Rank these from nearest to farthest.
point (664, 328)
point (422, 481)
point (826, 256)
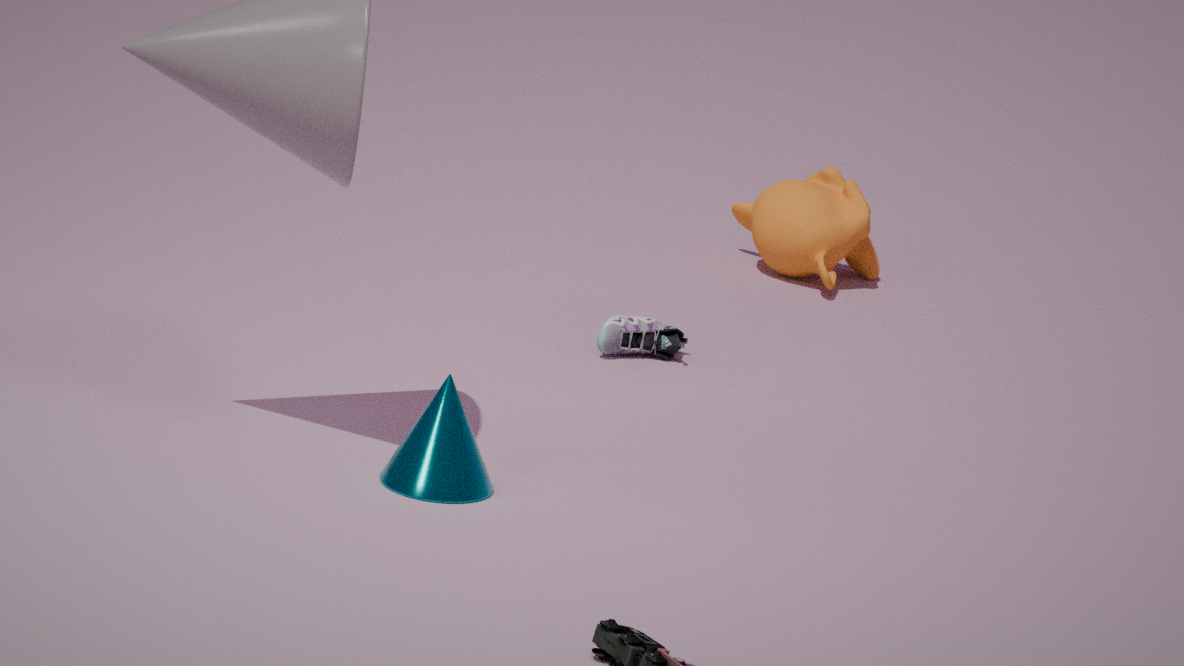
point (422, 481) < point (664, 328) < point (826, 256)
